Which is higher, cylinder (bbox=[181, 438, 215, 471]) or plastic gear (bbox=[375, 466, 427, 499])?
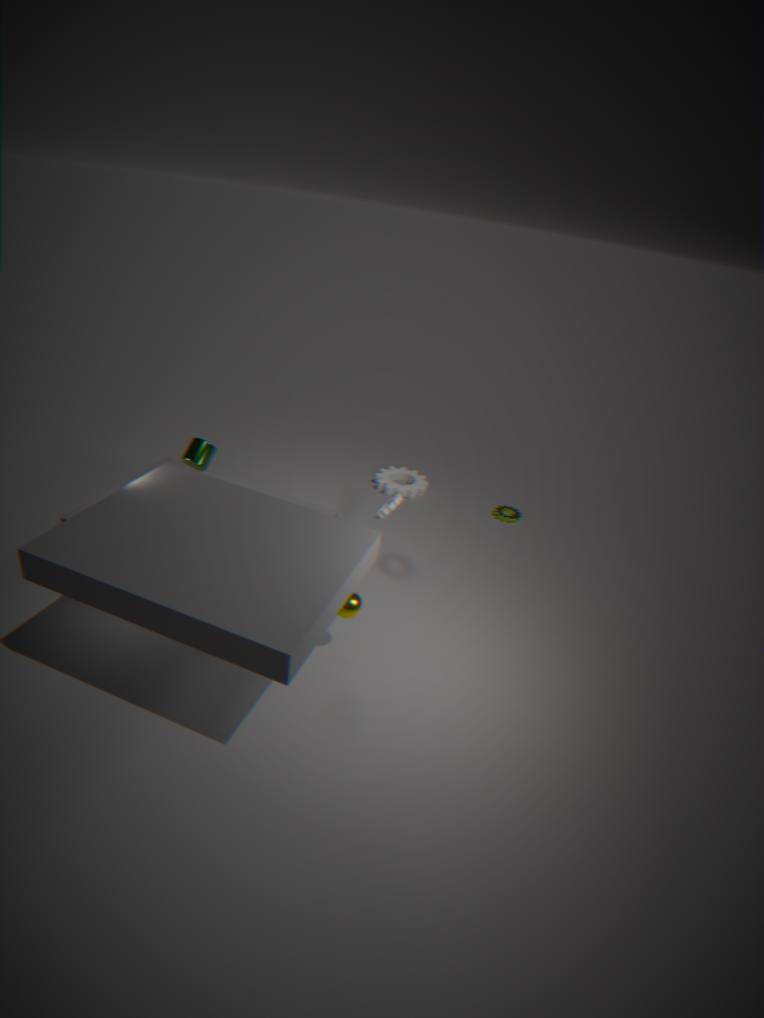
cylinder (bbox=[181, 438, 215, 471])
